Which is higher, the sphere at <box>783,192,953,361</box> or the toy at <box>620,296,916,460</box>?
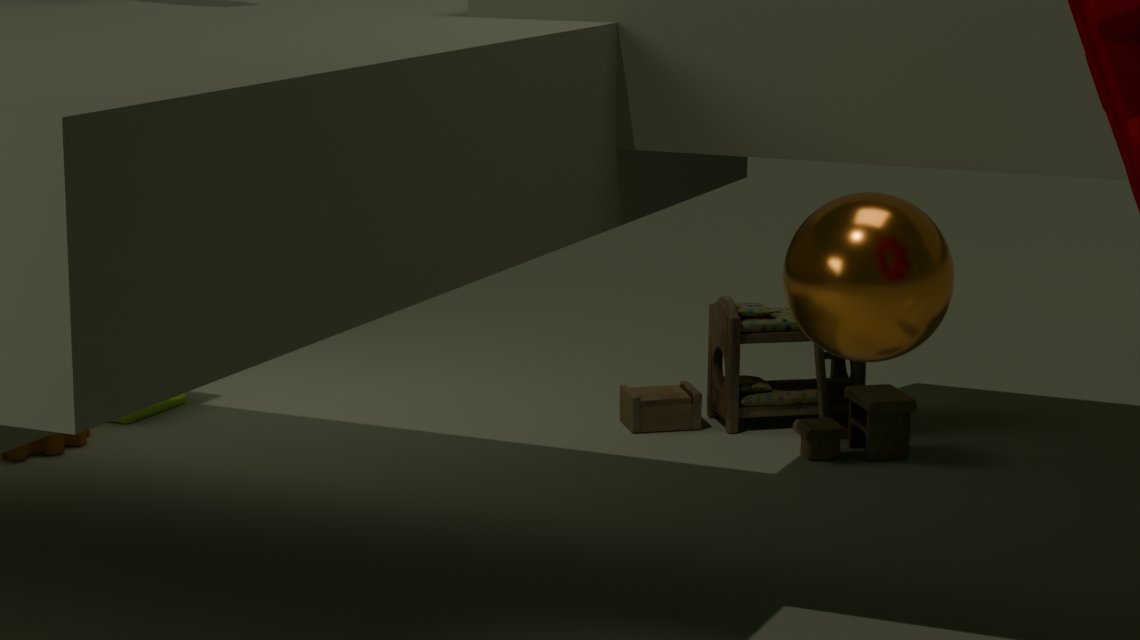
the sphere at <box>783,192,953,361</box>
